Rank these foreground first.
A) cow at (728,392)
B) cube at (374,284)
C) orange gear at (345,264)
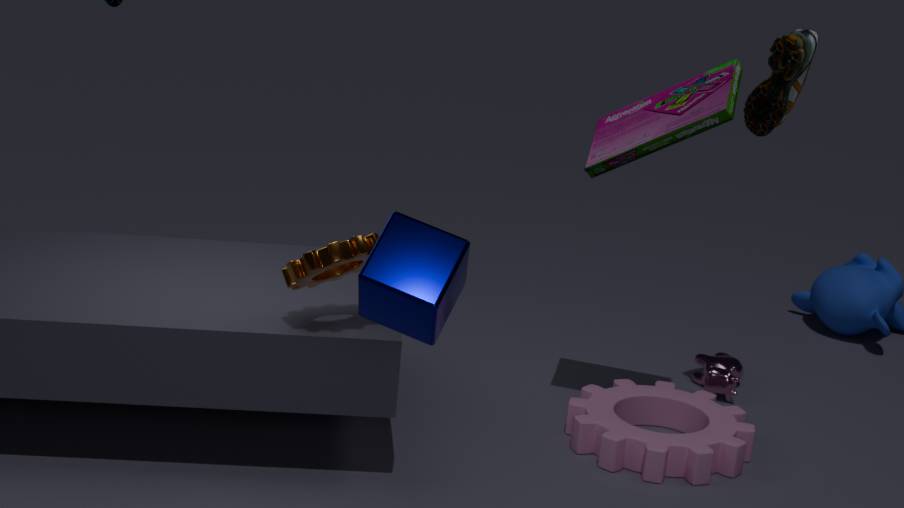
cube at (374,284)
orange gear at (345,264)
cow at (728,392)
